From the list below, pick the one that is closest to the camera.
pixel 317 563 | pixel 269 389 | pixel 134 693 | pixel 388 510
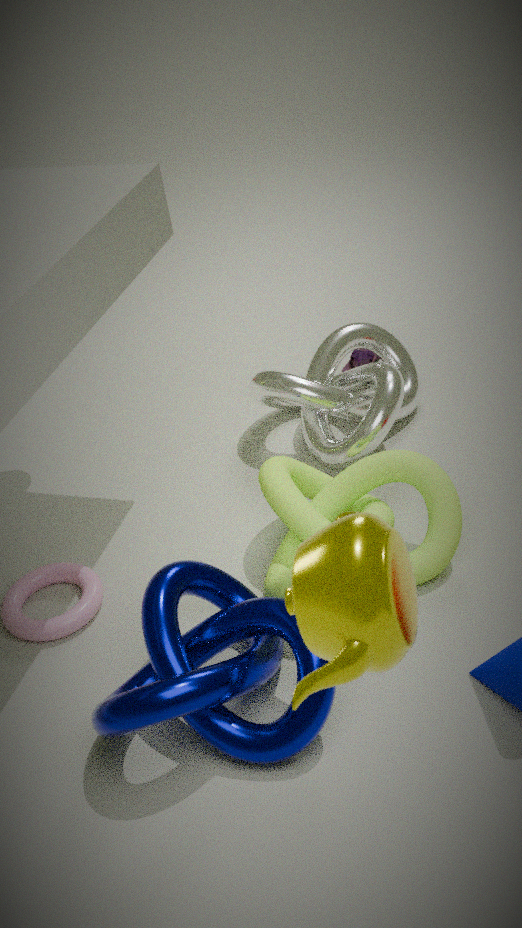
pixel 317 563
